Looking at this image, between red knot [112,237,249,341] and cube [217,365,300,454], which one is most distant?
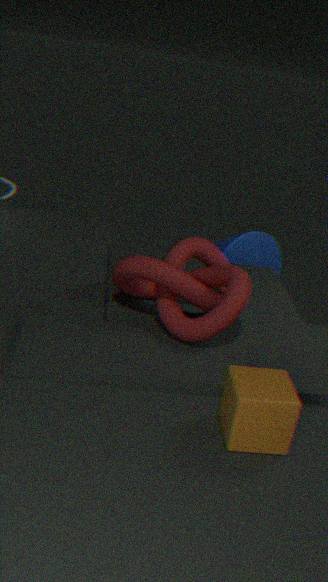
red knot [112,237,249,341]
